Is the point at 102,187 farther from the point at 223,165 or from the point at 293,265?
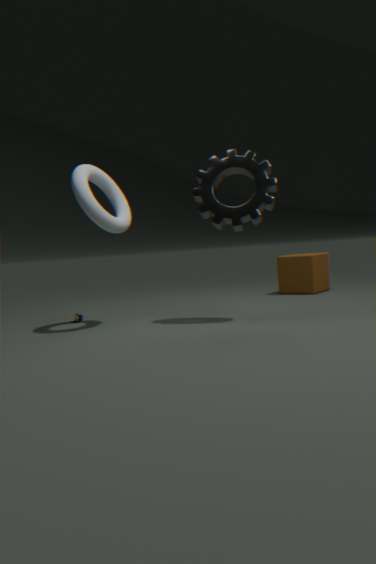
the point at 293,265
